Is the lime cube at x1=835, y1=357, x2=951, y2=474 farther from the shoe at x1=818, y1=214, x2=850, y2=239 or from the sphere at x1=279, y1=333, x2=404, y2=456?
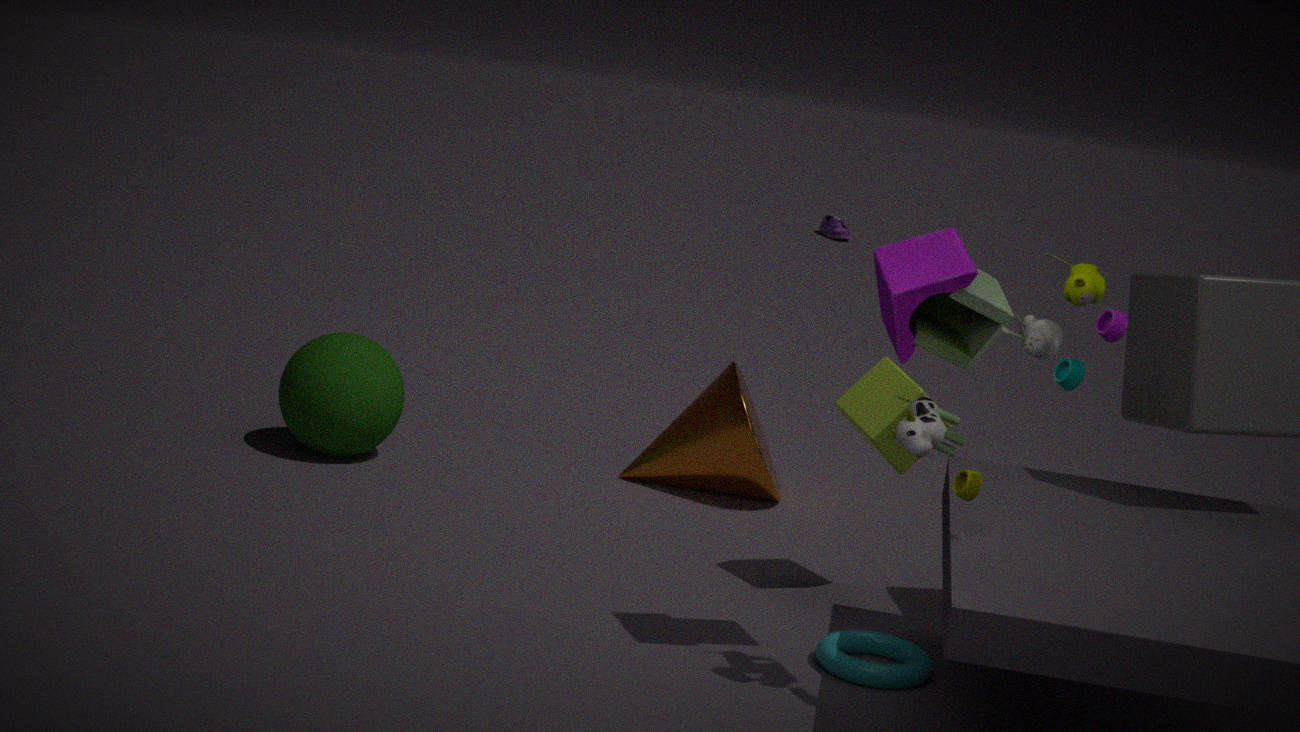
the shoe at x1=818, y1=214, x2=850, y2=239
